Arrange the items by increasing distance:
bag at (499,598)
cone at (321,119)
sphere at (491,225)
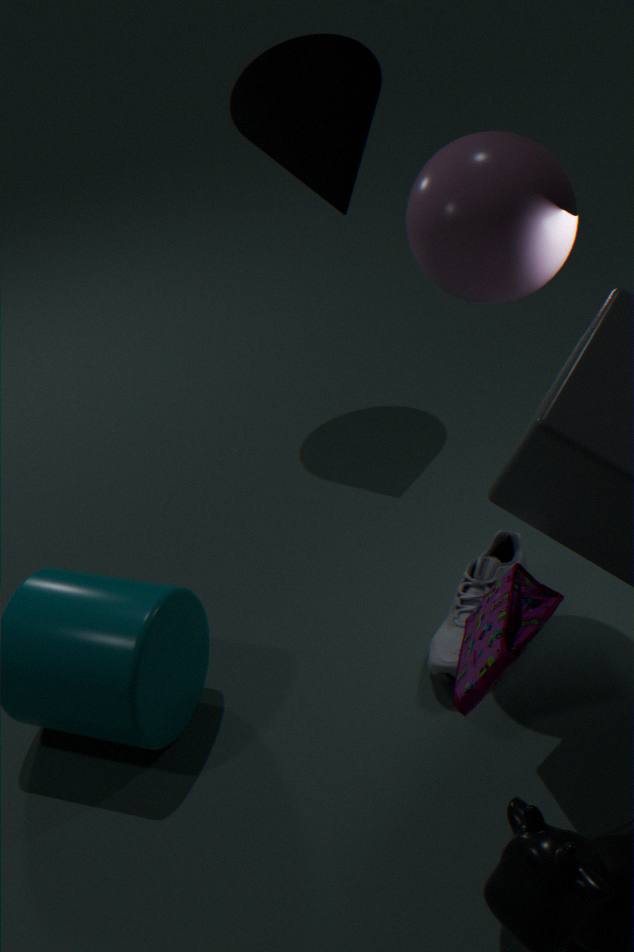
1. bag at (499,598)
2. sphere at (491,225)
3. cone at (321,119)
